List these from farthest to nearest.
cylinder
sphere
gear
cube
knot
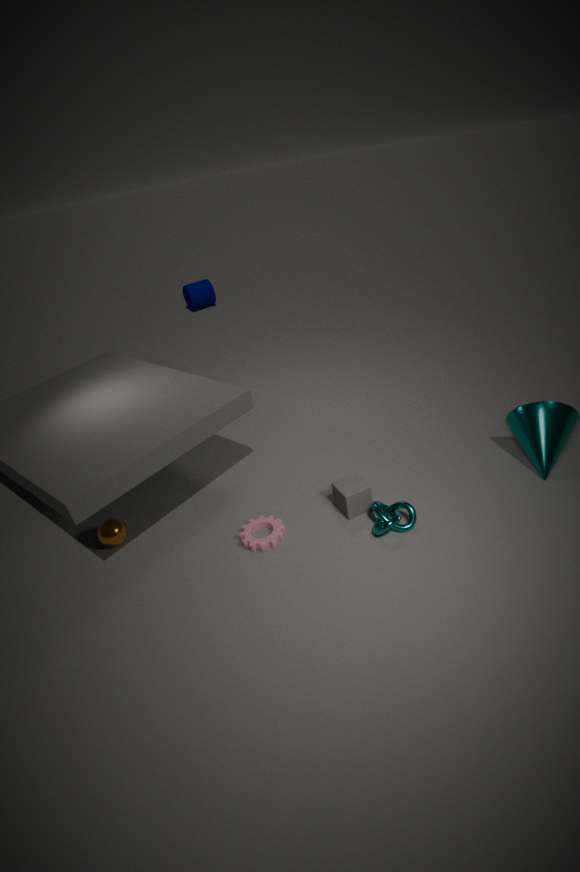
cylinder, sphere, cube, gear, knot
